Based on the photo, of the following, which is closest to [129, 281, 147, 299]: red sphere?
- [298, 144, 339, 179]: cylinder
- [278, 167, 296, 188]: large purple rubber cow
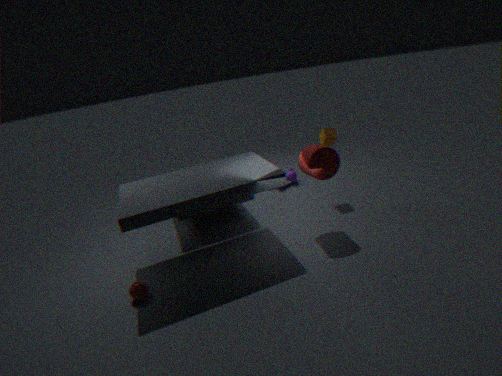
[298, 144, 339, 179]: cylinder
